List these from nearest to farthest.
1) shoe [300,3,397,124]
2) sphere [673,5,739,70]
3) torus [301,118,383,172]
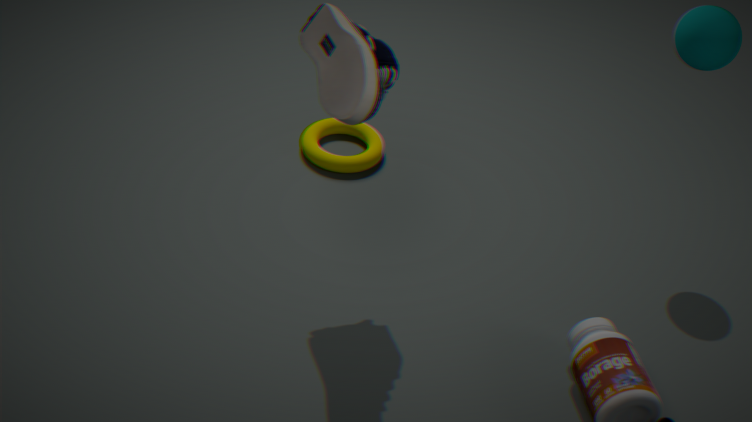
1. shoe [300,3,397,124] → 2. sphere [673,5,739,70] → 3. torus [301,118,383,172]
